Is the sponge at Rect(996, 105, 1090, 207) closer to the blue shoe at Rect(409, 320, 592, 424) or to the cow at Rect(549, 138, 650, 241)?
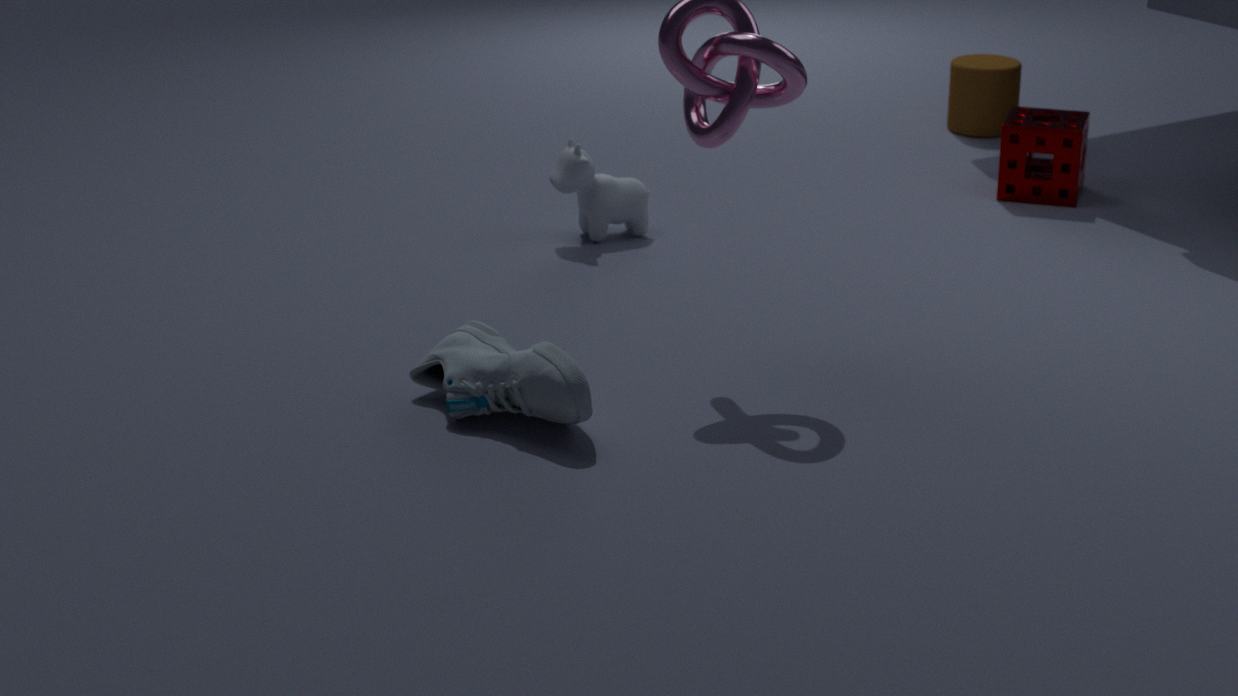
the cow at Rect(549, 138, 650, 241)
